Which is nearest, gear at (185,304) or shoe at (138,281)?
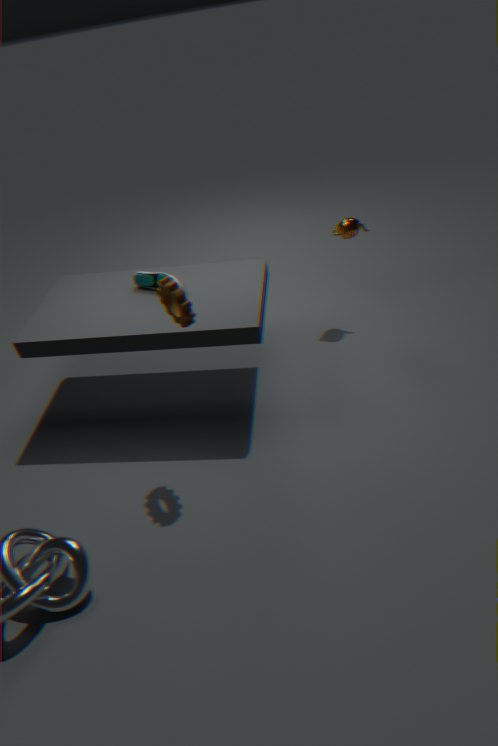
gear at (185,304)
